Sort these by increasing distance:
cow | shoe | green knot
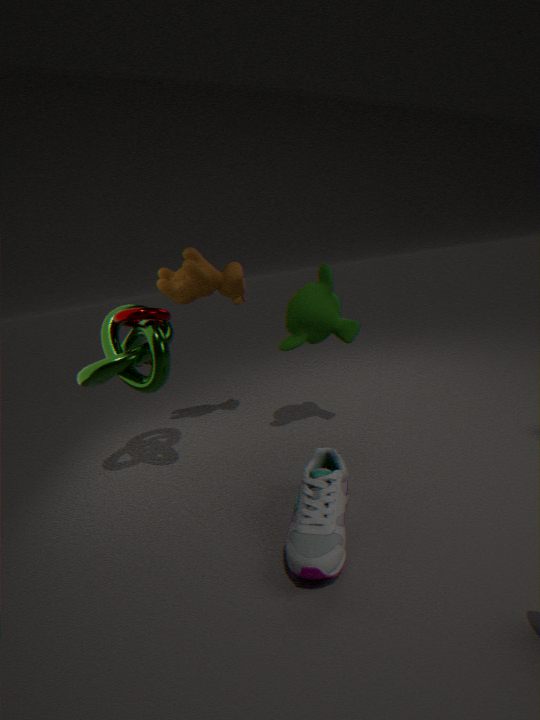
shoe → green knot → cow
